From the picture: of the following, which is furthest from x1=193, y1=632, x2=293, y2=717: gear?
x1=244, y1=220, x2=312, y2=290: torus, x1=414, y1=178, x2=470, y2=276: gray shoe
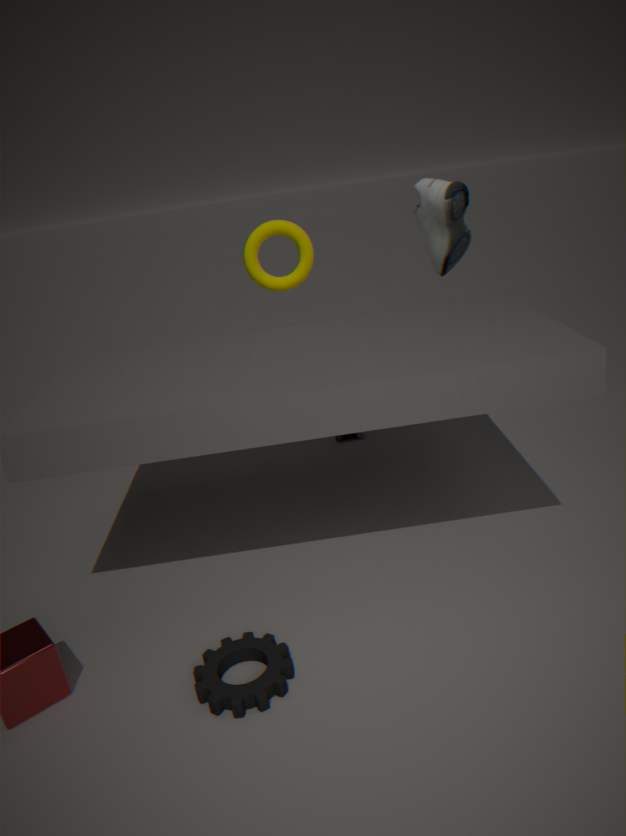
x1=414, y1=178, x2=470, y2=276: gray shoe
